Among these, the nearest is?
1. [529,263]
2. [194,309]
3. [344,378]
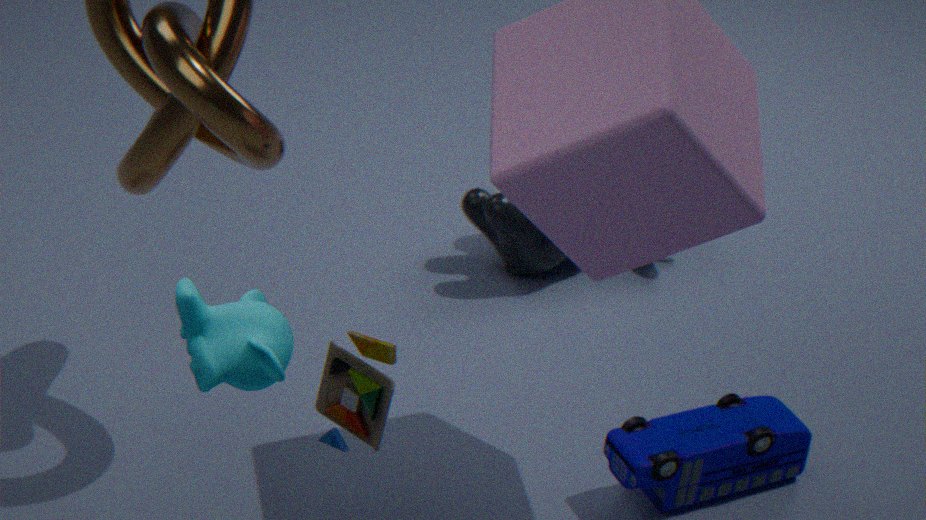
[194,309]
